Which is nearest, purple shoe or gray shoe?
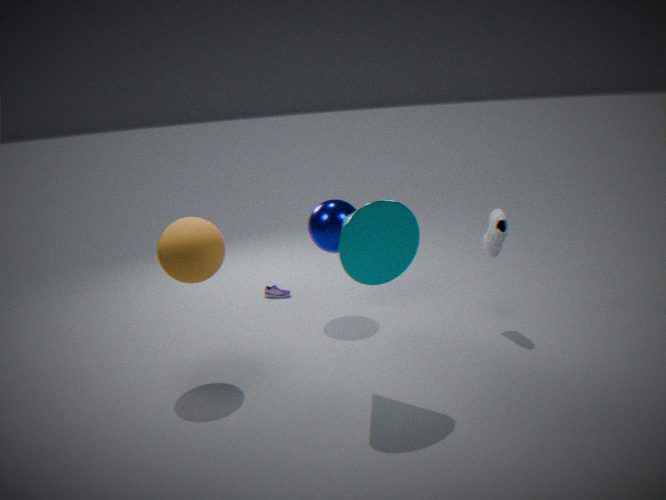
gray shoe
